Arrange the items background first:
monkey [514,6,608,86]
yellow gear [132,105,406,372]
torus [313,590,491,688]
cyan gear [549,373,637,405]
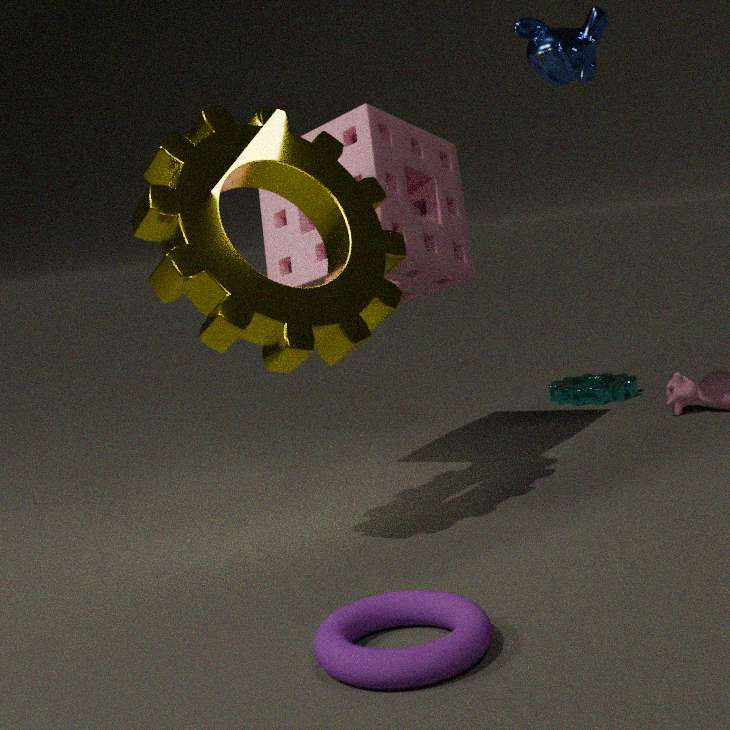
1. cyan gear [549,373,637,405]
2. monkey [514,6,608,86]
3. yellow gear [132,105,406,372]
4. torus [313,590,491,688]
